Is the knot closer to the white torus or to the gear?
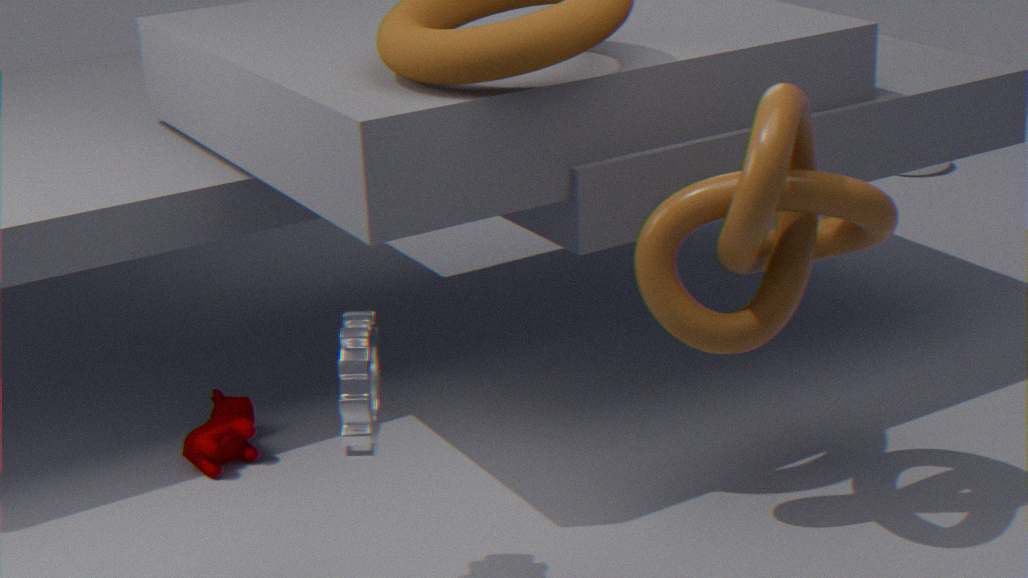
the gear
